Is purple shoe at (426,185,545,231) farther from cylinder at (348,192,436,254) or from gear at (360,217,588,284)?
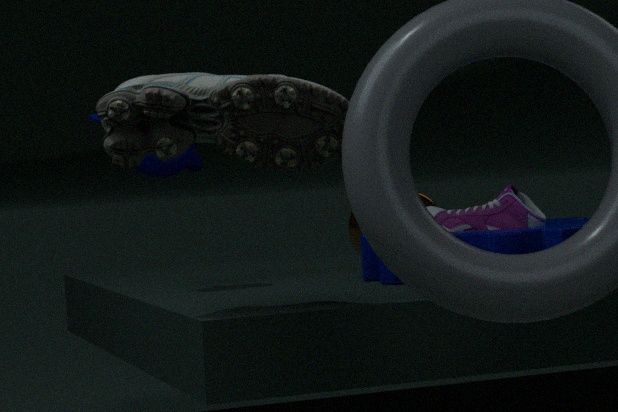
cylinder at (348,192,436,254)
